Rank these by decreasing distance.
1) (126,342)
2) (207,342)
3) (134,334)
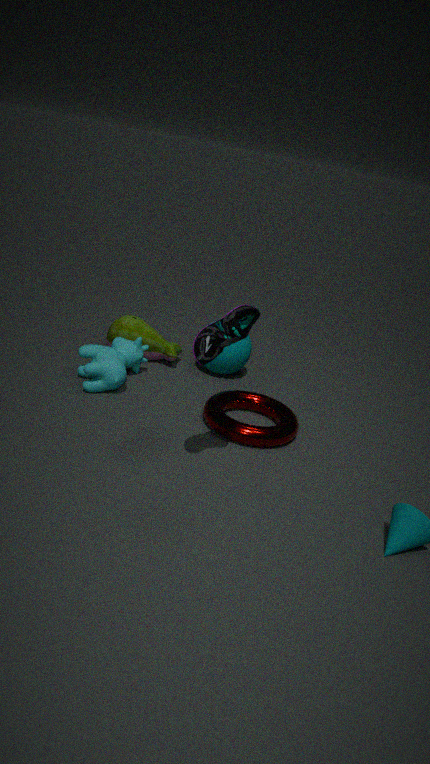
3. (134,334)
1. (126,342)
2. (207,342)
